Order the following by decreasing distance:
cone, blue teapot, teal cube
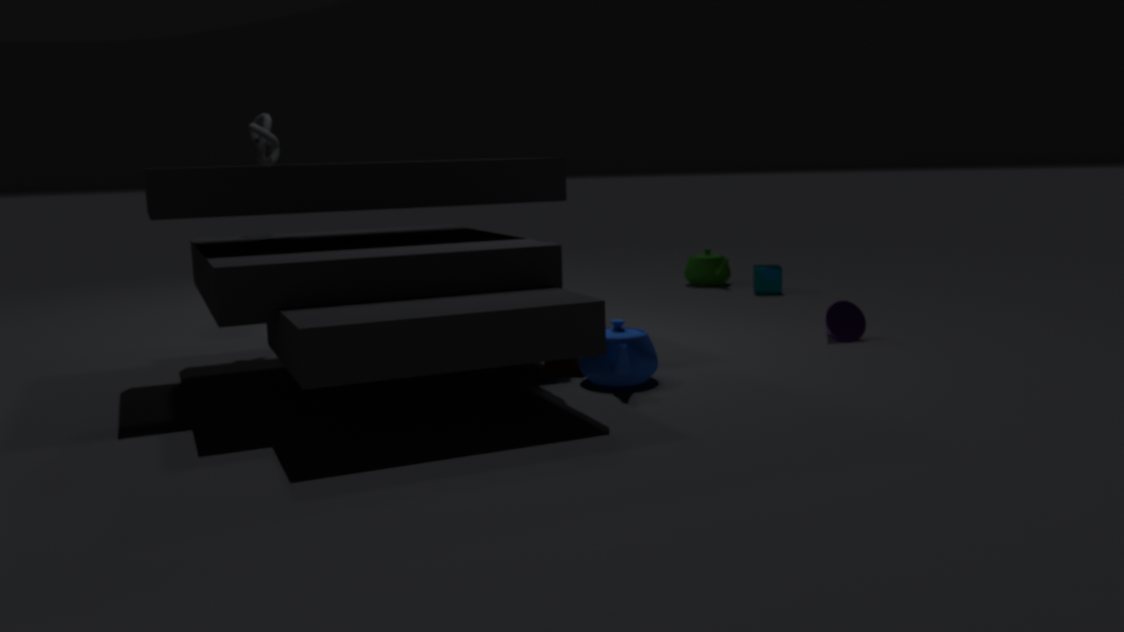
1. teal cube
2. cone
3. blue teapot
